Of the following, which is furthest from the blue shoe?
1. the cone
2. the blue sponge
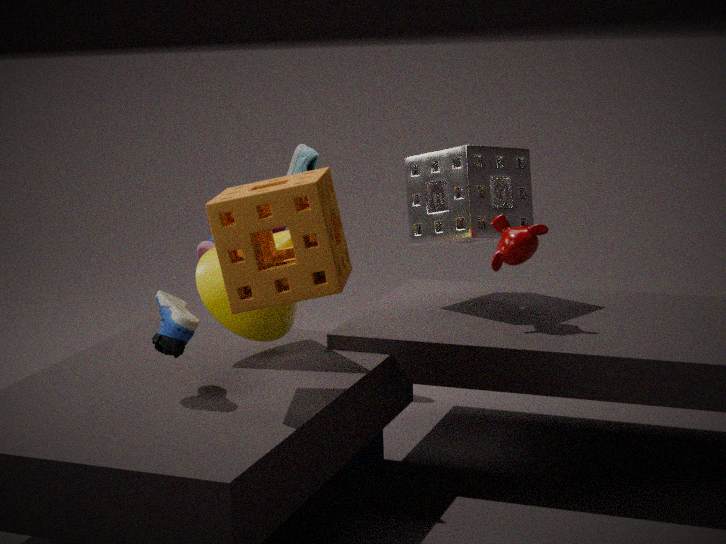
the blue sponge
